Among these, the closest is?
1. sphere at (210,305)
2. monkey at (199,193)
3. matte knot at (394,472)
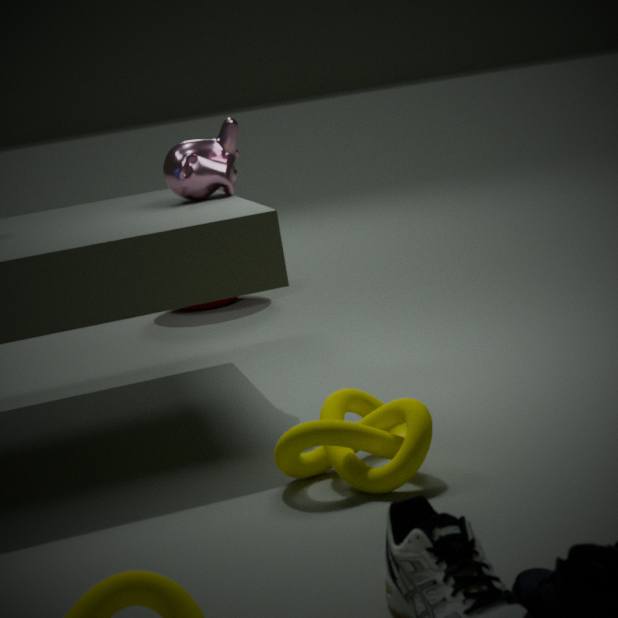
matte knot at (394,472)
